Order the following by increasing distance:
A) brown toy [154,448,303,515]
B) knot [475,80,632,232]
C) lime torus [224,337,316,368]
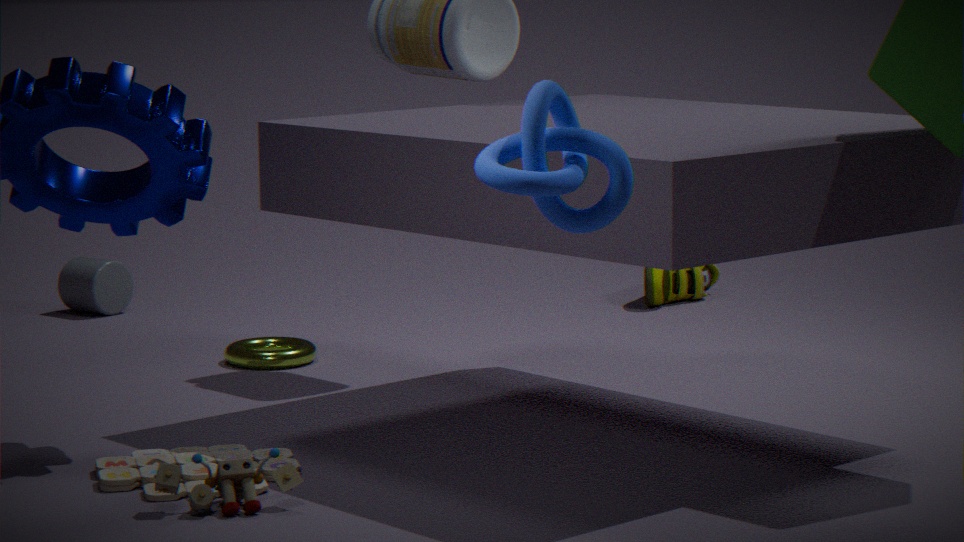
knot [475,80,632,232] < brown toy [154,448,303,515] < lime torus [224,337,316,368]
